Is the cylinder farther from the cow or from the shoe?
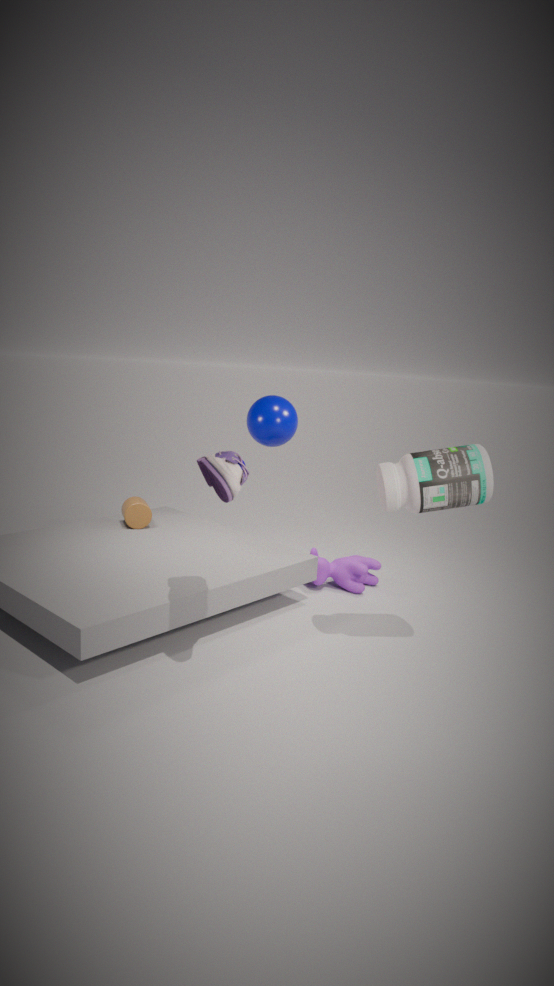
the shoe
